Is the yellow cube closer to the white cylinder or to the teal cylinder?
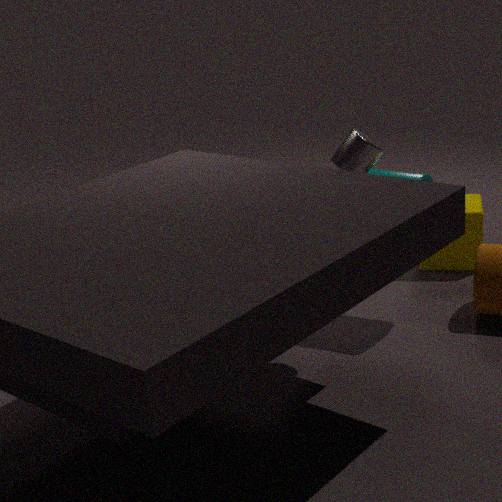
the teal cylinder
